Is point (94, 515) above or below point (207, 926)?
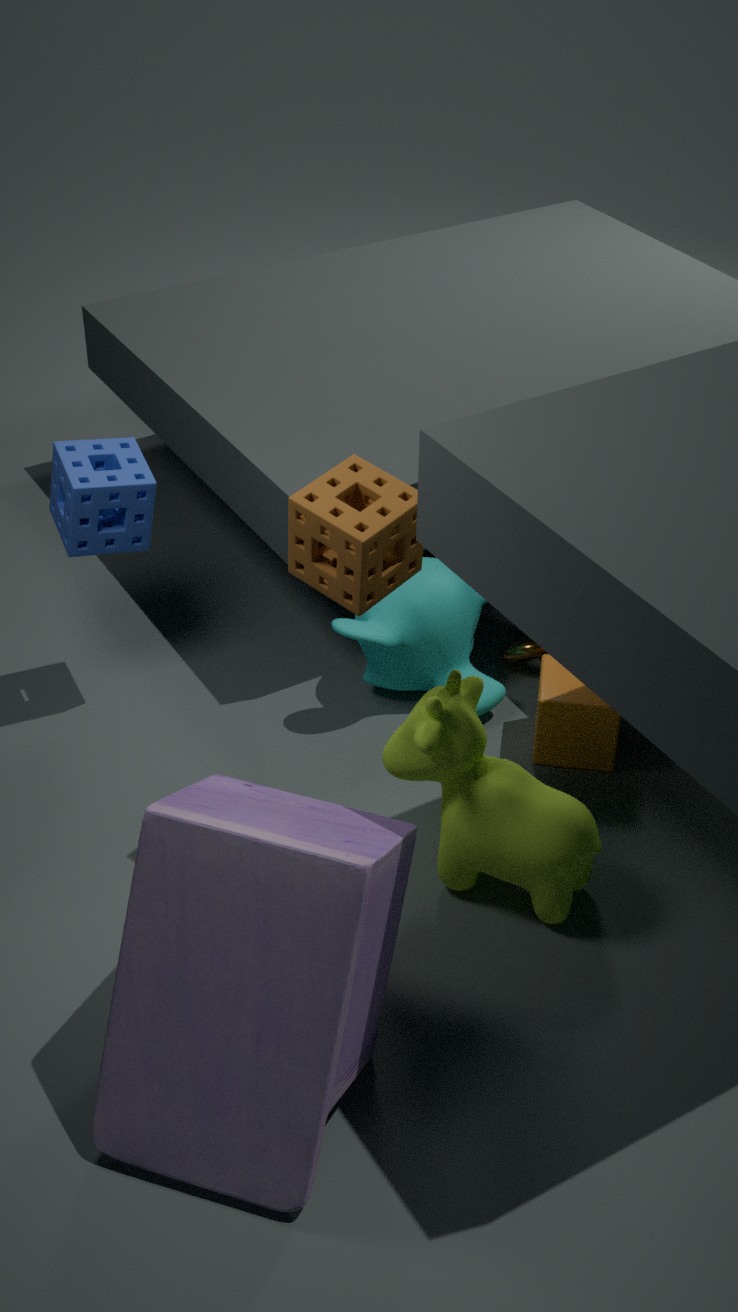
above
